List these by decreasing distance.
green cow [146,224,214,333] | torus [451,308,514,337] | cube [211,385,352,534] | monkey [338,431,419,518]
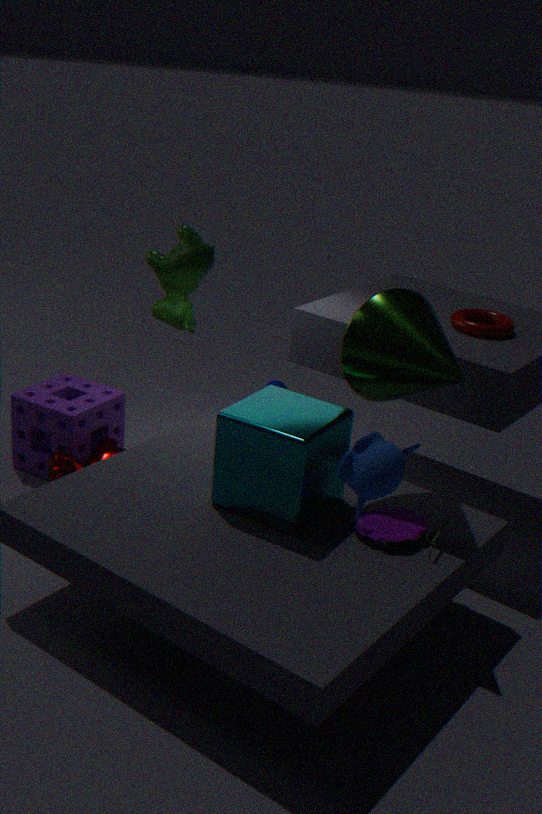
green cow [146,224,214,333]
torus [451,308,514,337]
cube [211,385,352,534]
monkey [338,431,419,518]
